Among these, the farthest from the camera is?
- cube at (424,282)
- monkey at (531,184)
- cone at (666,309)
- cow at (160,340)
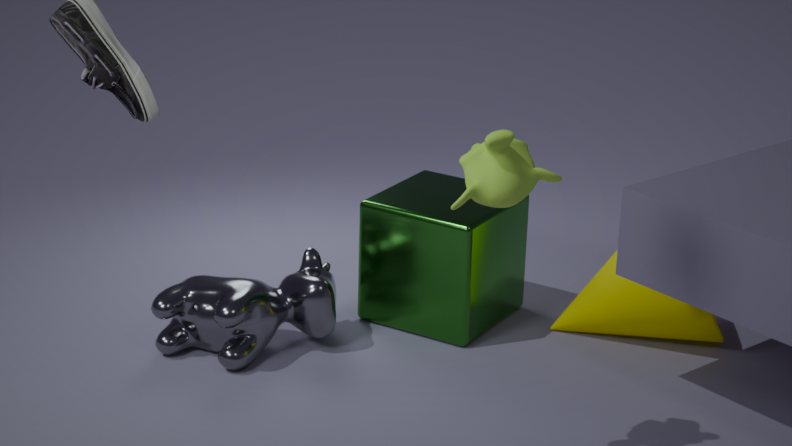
cube at (424,282)
